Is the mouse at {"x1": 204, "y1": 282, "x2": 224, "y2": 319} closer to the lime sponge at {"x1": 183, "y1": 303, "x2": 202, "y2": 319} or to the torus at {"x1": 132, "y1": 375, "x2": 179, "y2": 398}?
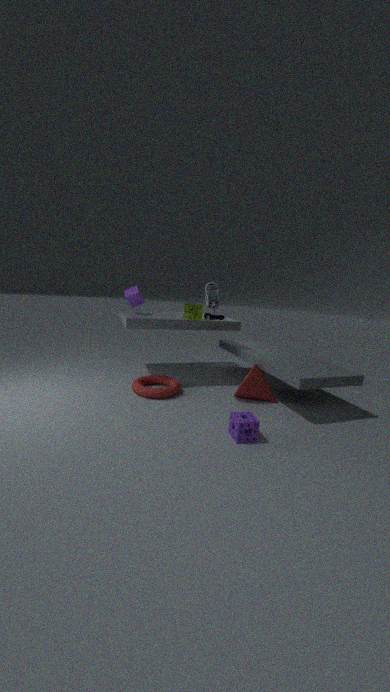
the lime sponge at {"x1": 183, "y1": 303, "x2": 202, "y2": 319}
